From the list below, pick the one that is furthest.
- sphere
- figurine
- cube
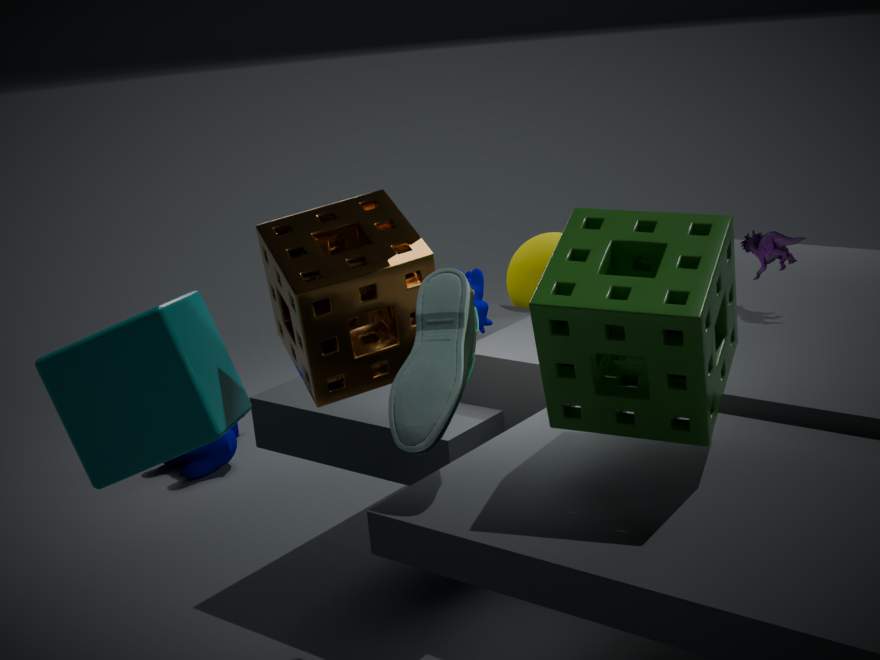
sphere
